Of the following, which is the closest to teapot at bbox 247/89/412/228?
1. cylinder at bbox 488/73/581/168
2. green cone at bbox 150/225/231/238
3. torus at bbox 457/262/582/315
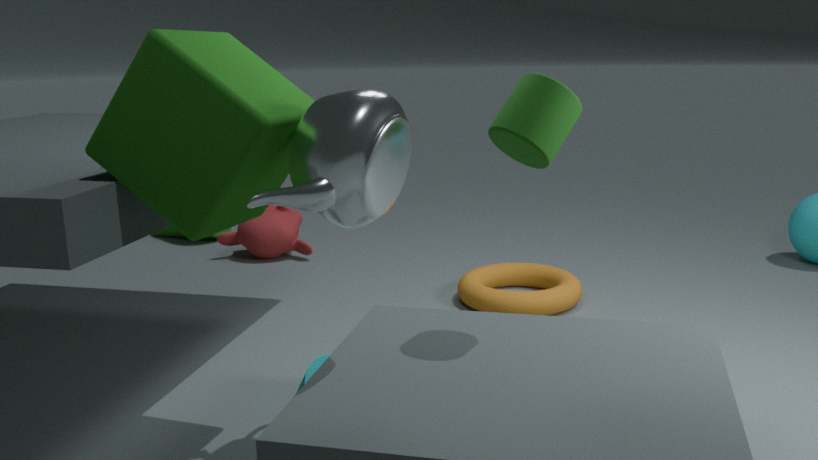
cylinder at bbox 488/73/581/168
